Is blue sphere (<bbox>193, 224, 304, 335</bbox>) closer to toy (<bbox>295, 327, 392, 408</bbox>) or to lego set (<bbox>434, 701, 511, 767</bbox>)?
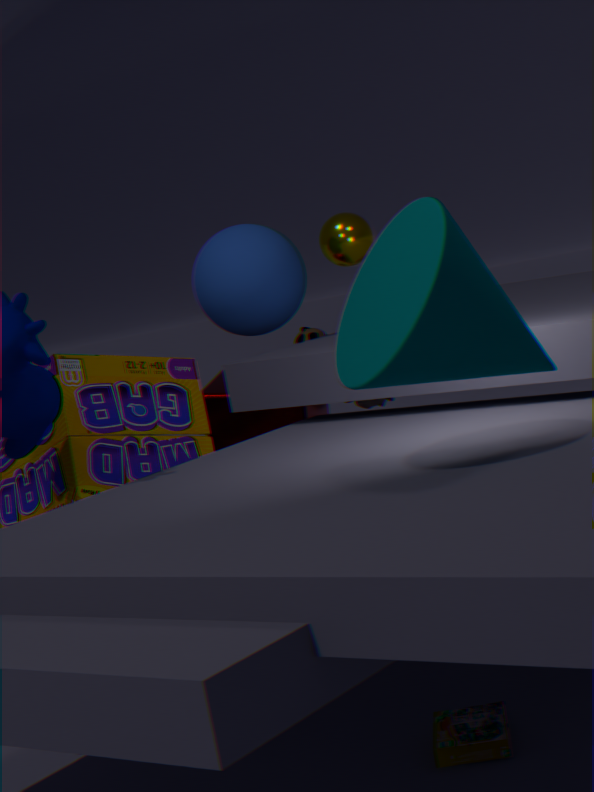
toy (<bbox>295, 327, 392, 408</bbox>)
